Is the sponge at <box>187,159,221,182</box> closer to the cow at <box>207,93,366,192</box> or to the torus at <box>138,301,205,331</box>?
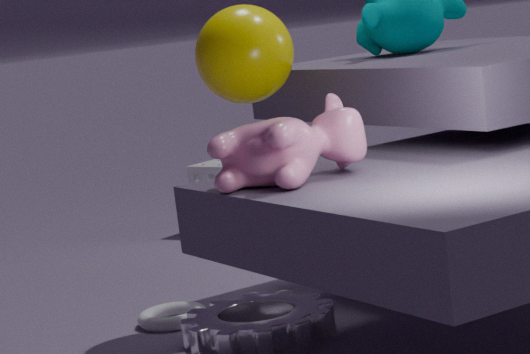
the torus at <box>138,301,205,331</box>
